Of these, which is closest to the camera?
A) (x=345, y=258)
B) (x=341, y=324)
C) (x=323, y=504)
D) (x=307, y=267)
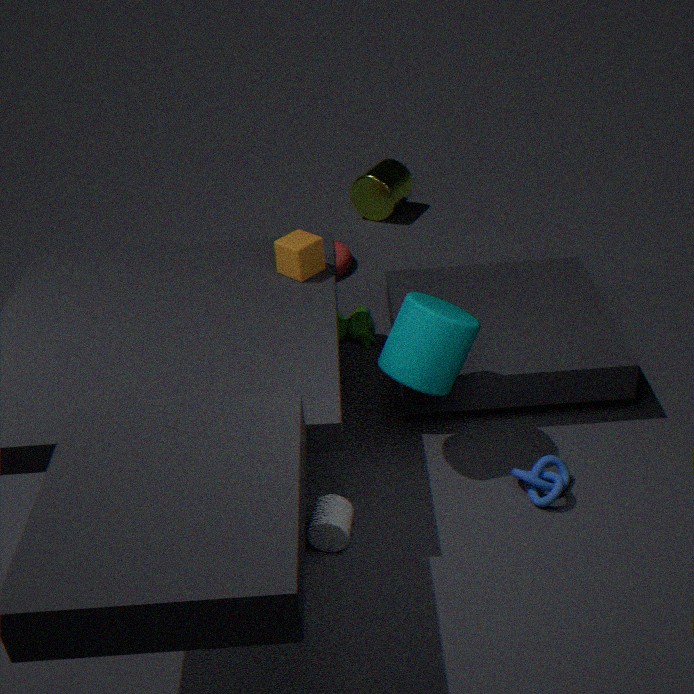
(x=323, y=504)
